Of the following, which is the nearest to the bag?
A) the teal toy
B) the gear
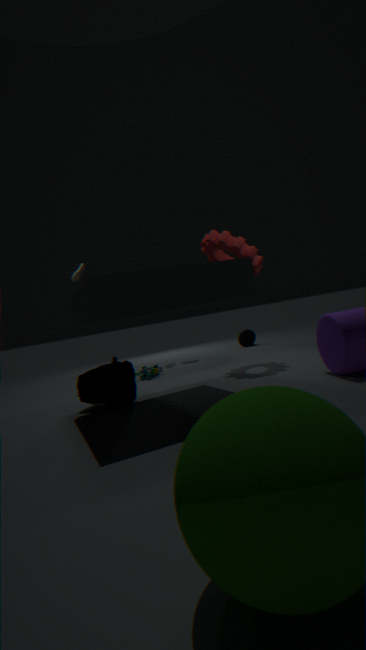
the teal toy
